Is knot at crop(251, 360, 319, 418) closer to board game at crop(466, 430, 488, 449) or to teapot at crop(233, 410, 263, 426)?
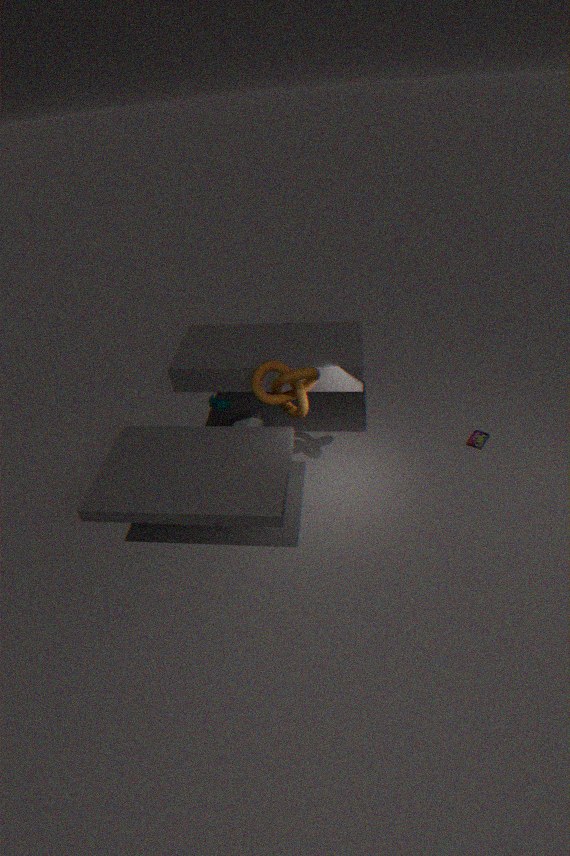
teapot at crop(233, 410, 263, 426)
